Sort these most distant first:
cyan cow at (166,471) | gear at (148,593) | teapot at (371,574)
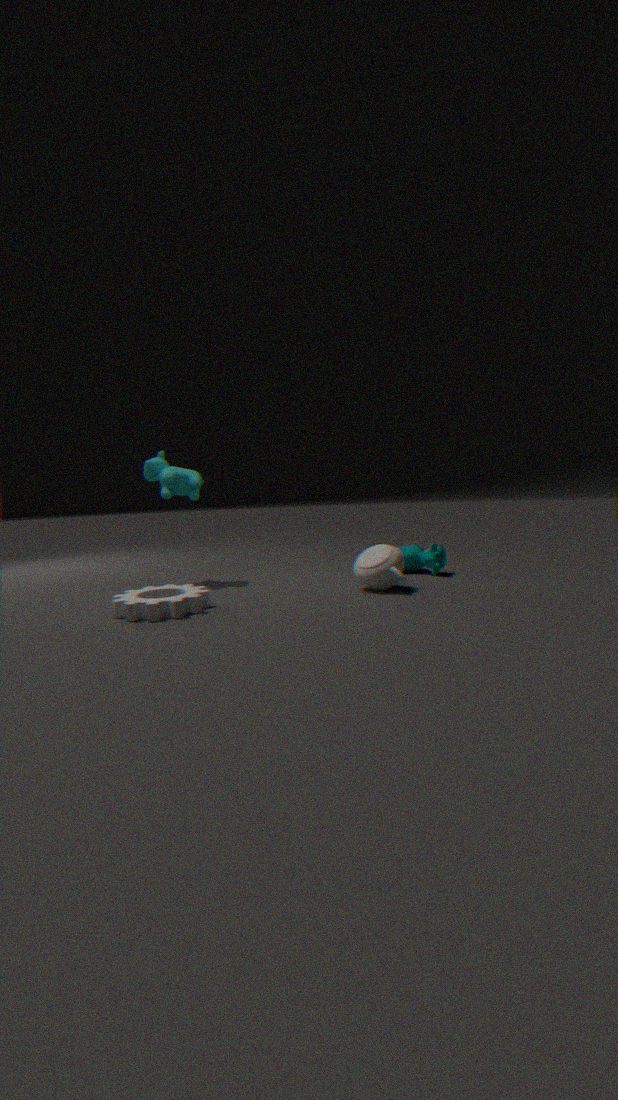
1. cyan cow at (166,471)
2. teapot at (371,574)
3. gear at (148,593)
